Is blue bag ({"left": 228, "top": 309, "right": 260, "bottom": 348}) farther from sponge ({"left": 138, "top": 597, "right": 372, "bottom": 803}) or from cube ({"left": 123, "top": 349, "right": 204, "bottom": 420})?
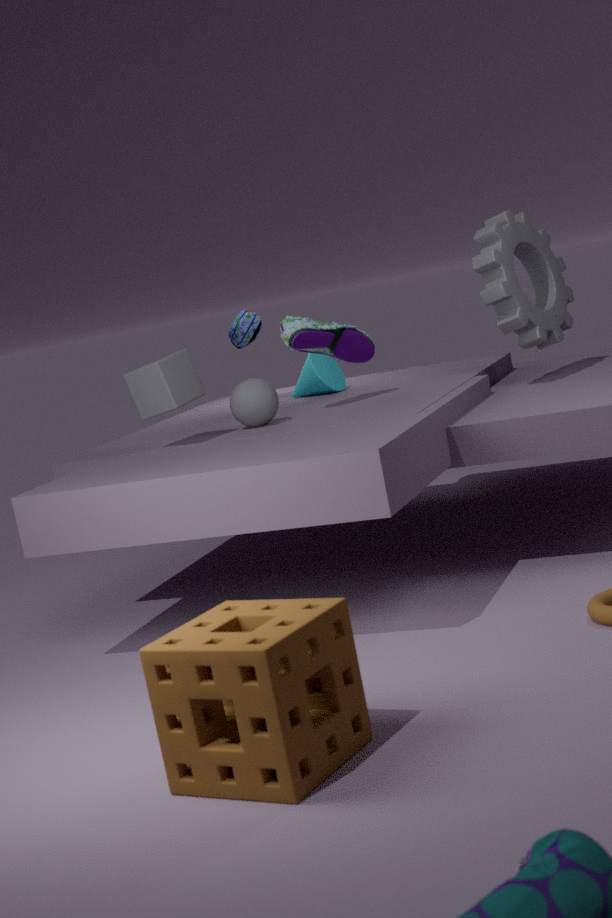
sponge ({"left": 138, "top": 597, "right": 372, "bottom": 803})
